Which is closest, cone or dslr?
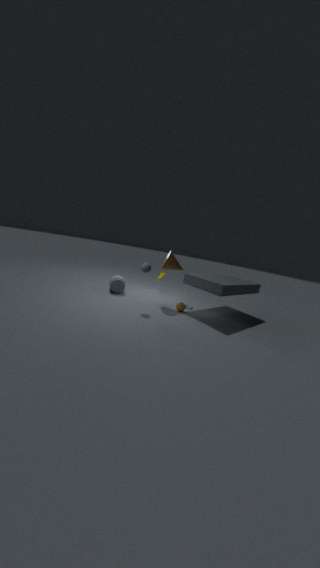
cone
